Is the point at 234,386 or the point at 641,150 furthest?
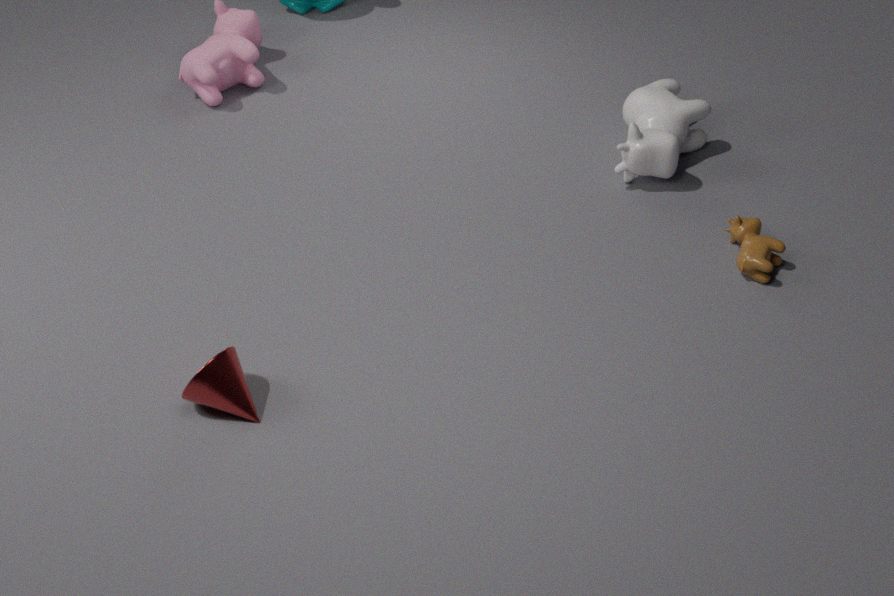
the point at 641,150
